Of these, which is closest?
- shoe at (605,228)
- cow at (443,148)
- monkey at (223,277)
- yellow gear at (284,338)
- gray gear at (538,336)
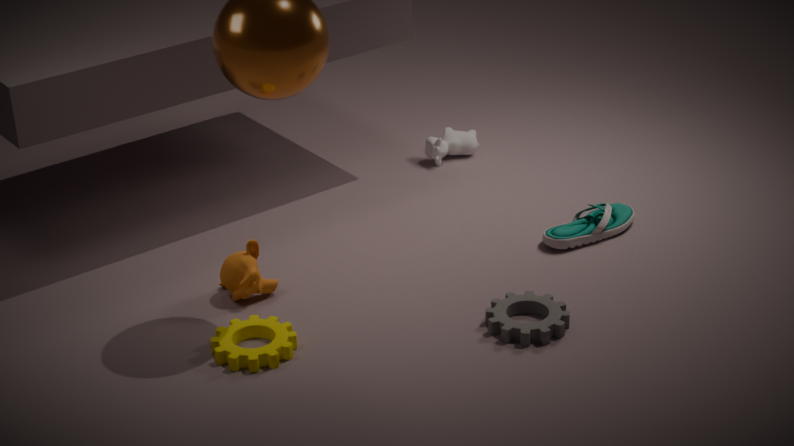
yellow gear at (284,338)
